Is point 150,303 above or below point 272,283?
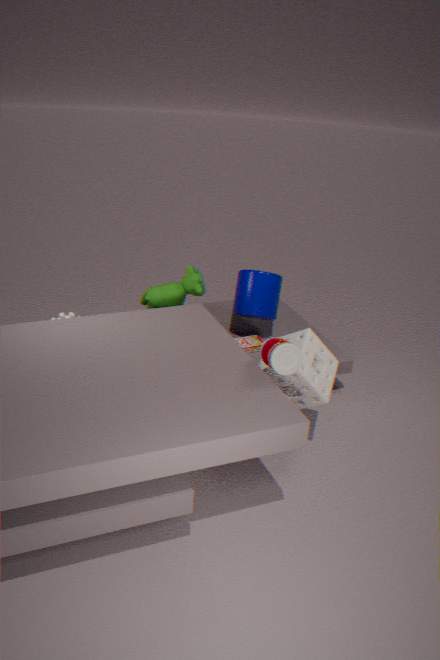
above
